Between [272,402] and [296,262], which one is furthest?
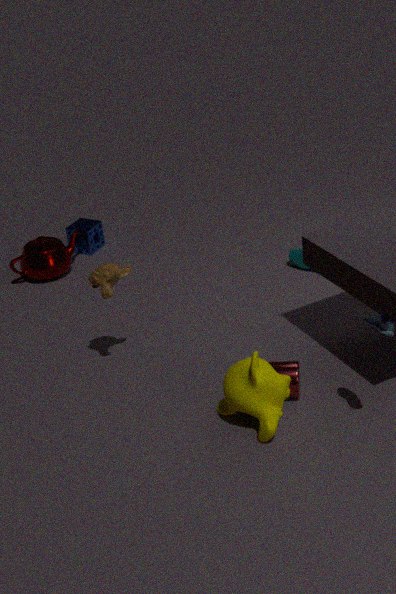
[296,262]
